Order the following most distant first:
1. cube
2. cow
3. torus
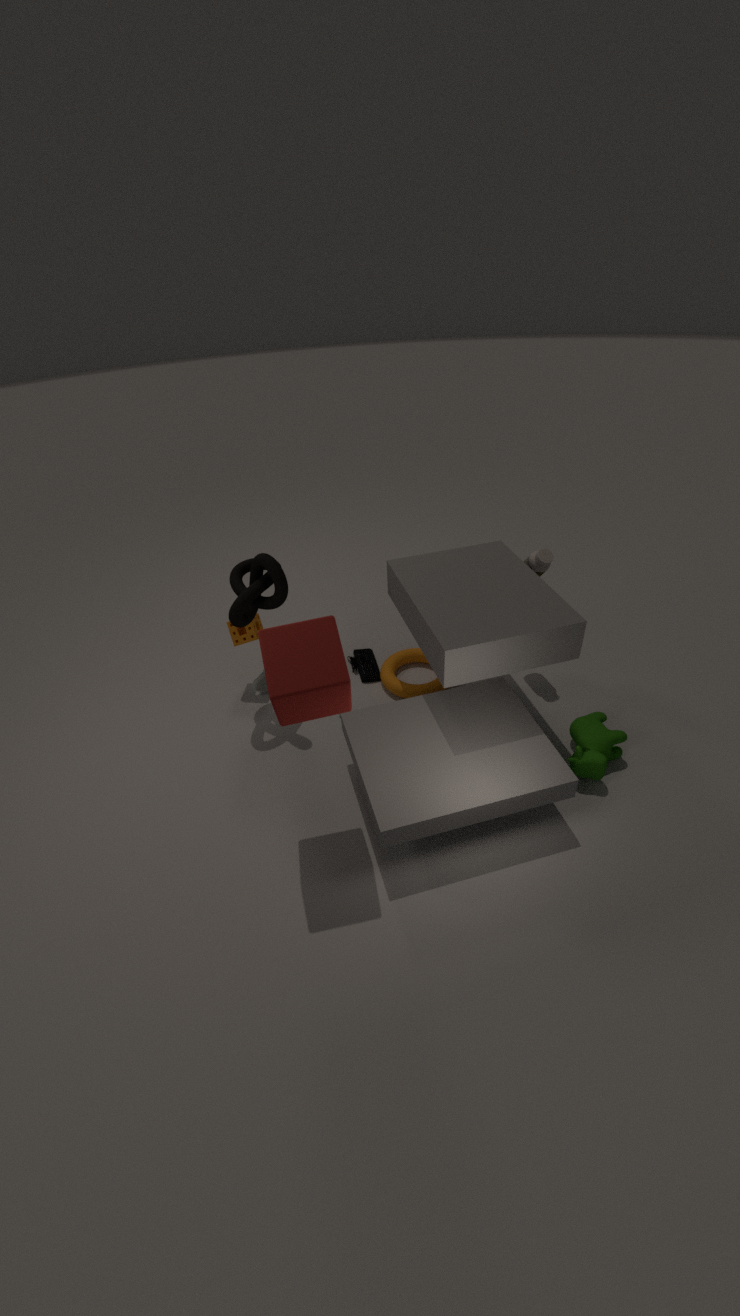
torus → cow → cube
